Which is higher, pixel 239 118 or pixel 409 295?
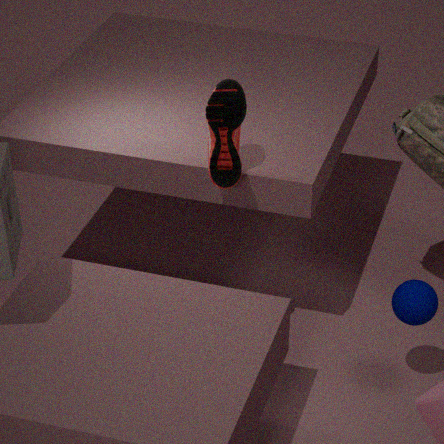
pixel 239 118
